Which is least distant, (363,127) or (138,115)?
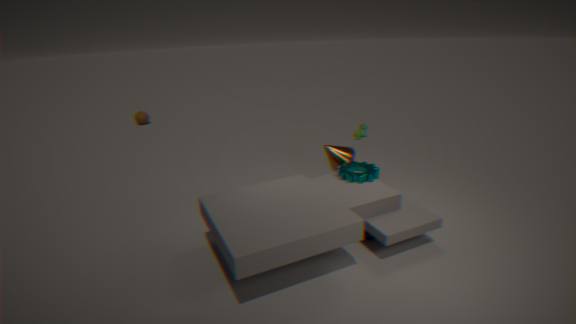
(363,127)
